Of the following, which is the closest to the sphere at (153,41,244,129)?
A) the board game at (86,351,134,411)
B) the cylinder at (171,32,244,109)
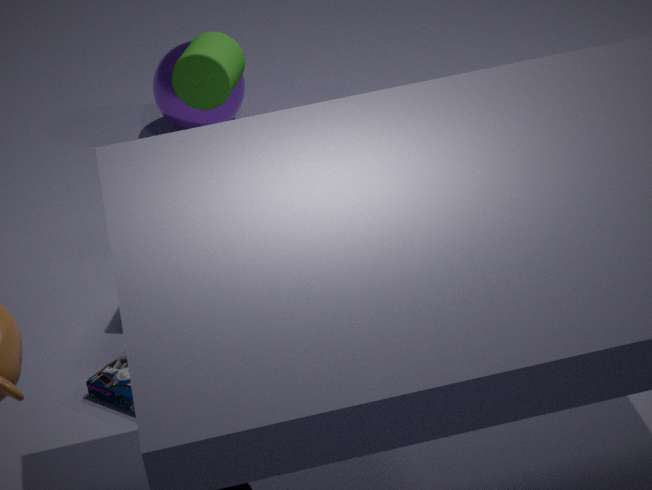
the cylinder at (171,32,244,109)
